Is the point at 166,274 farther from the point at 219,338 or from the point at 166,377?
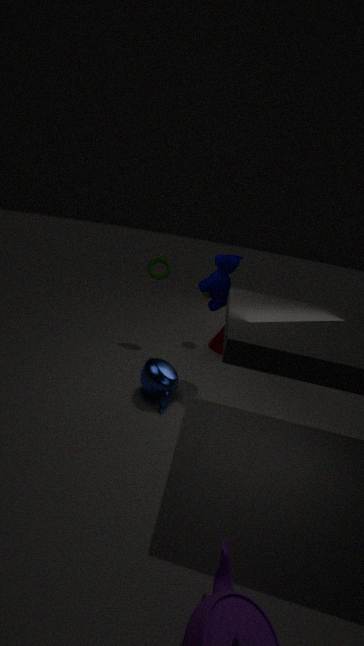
the point at 166,377
